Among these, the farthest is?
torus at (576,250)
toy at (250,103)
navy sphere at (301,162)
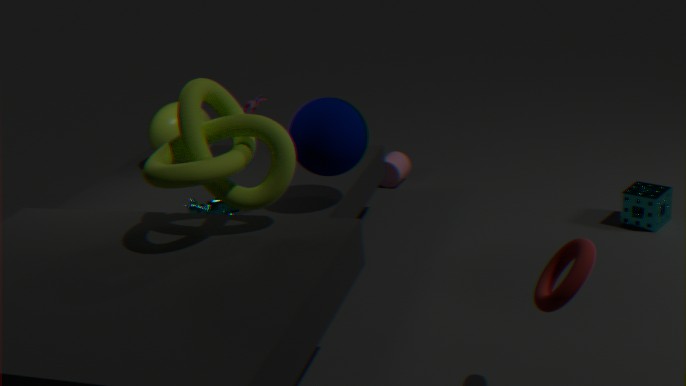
toy at (250,103)
